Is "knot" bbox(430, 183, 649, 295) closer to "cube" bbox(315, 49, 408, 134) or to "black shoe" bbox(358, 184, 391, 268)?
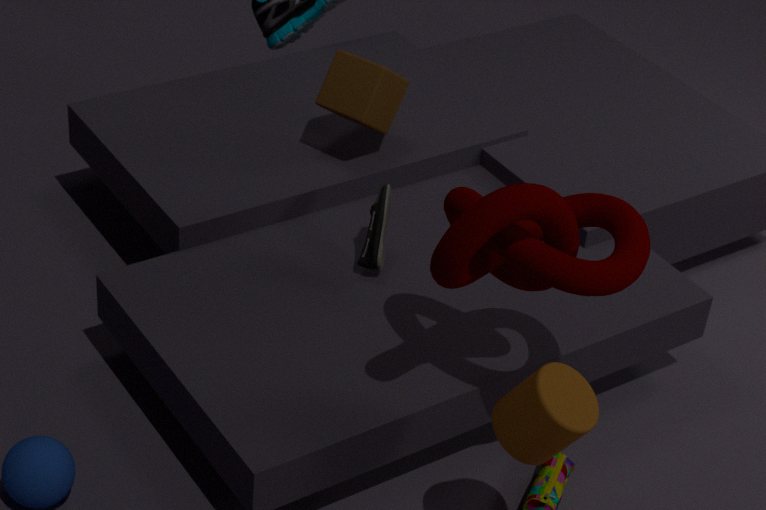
"black shoe" bbox(358, 184, 391, 268)
